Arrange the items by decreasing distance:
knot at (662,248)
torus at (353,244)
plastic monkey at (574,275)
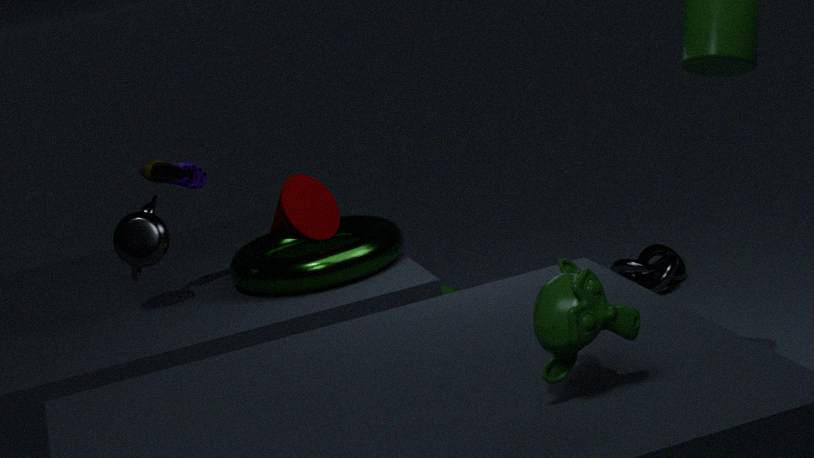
knot at (662,248), torus at (353,244), plastic monkey at (574,275)
